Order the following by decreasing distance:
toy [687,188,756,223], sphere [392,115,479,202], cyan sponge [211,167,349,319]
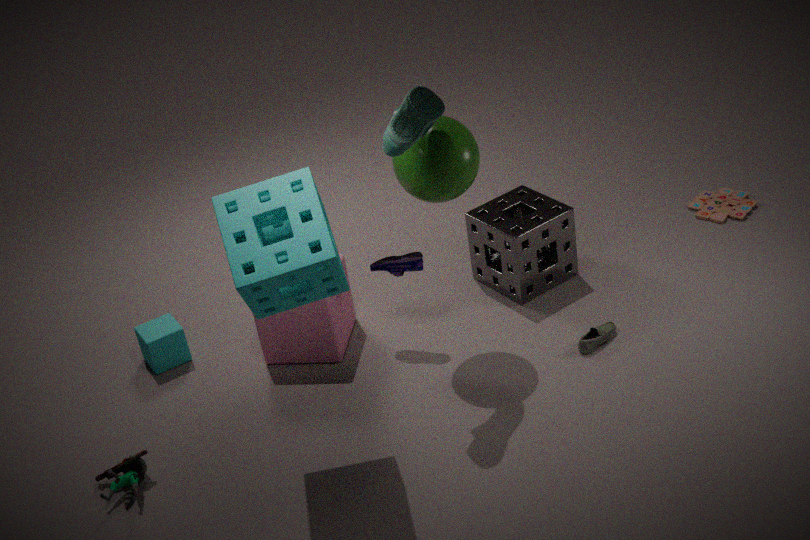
toy [687,188,756,223], sphere [392,115,479,202], cyan sponge [211,167,349,319]
